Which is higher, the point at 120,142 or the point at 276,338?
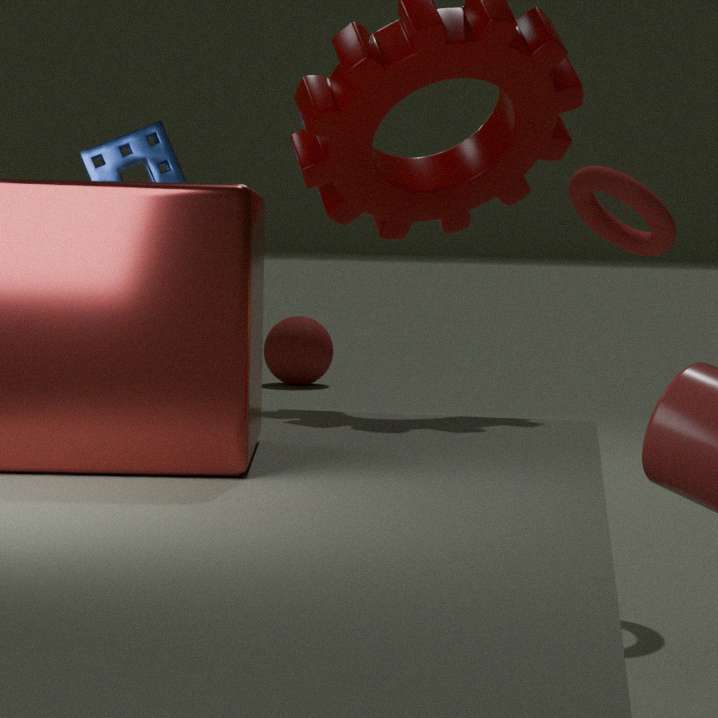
the point at 120,142
